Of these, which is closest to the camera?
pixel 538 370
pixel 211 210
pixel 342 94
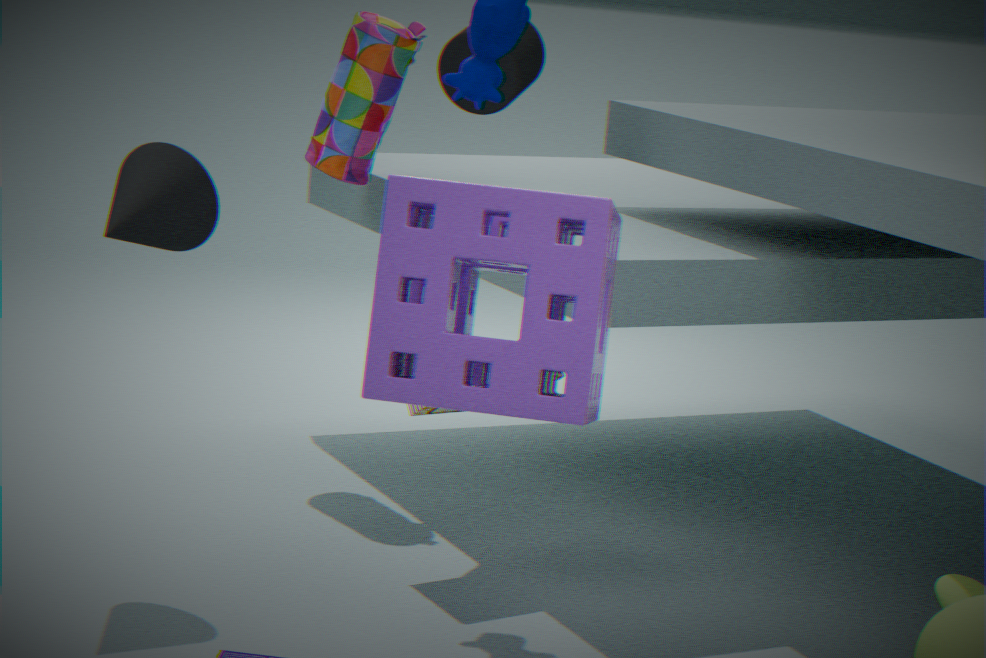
pixel 538 370
